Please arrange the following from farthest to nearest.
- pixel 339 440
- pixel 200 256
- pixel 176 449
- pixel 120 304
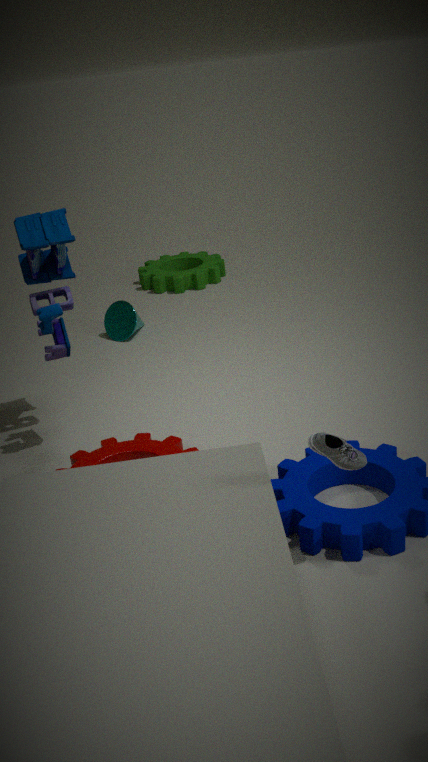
pixel 200 256
pixel 120 304
pixel 176 449
pixel 339 440
